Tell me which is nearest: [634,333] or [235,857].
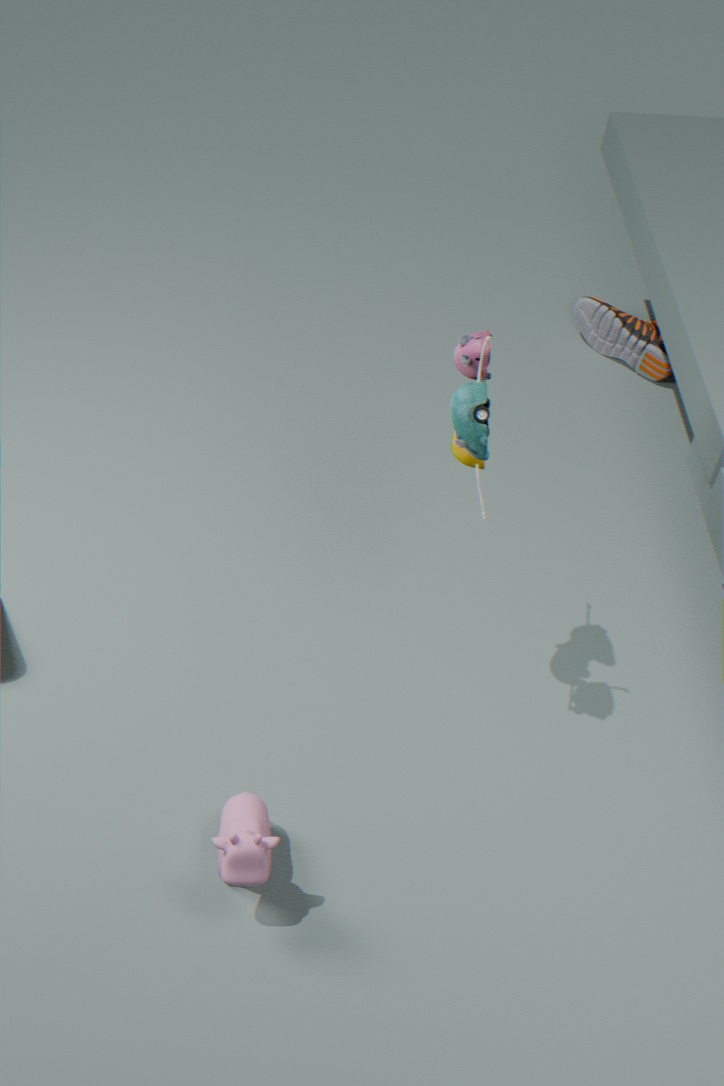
[235,857]
